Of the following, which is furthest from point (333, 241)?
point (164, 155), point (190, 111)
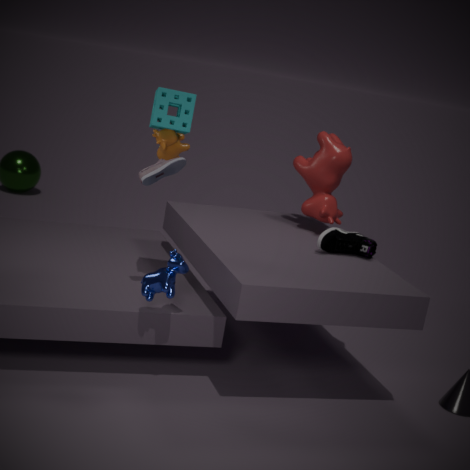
point (190, 111)
